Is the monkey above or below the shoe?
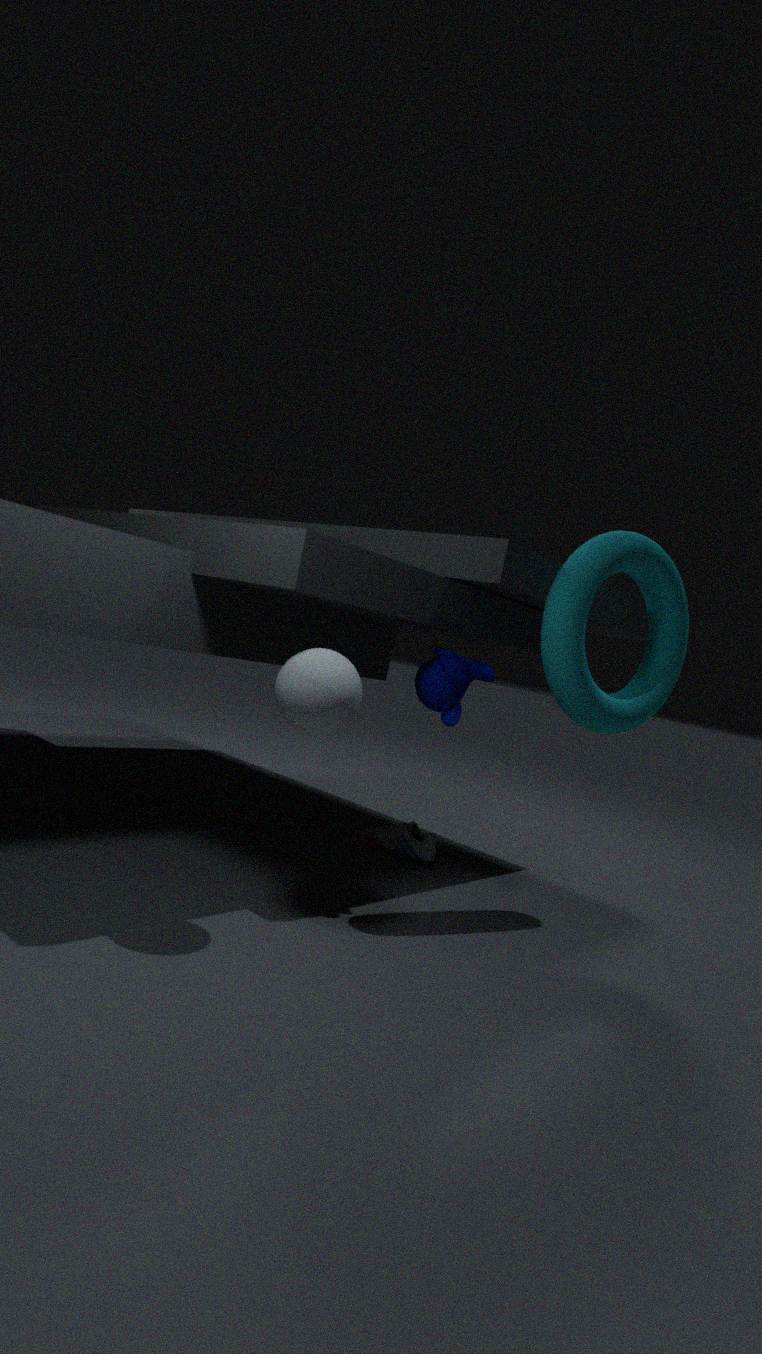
above
